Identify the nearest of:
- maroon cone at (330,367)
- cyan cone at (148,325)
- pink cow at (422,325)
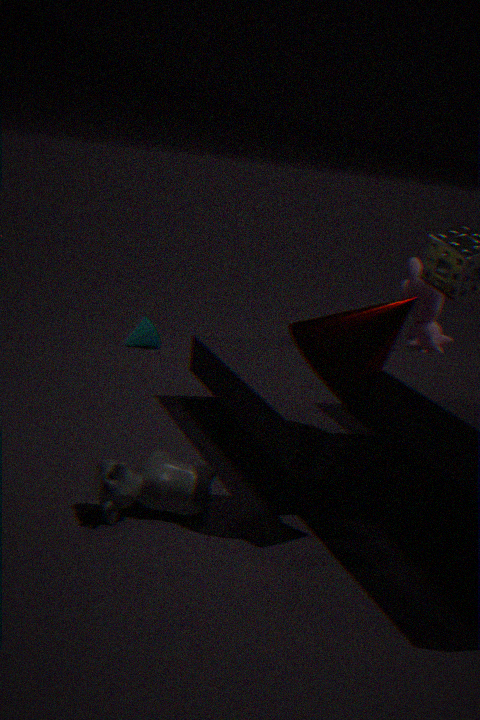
maroon cone at (330,367)
